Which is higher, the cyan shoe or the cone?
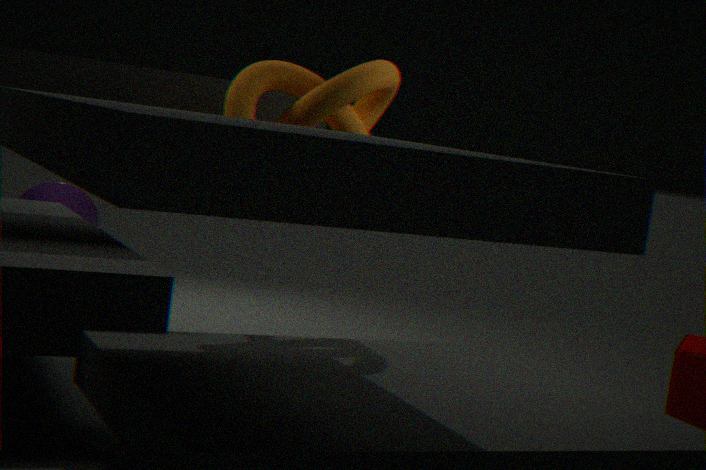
the cyan shoe
